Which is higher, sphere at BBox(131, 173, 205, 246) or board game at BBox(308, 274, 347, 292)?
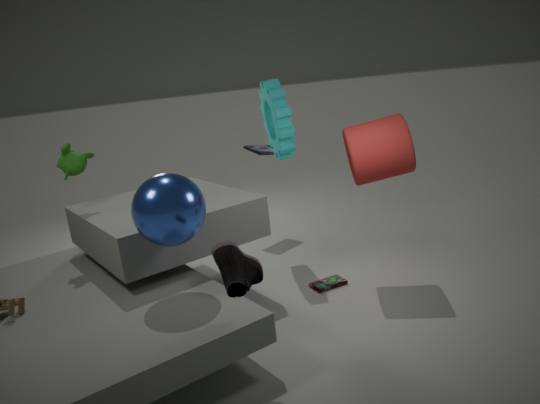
sphere at BBox(131, 173, 205, 246)
